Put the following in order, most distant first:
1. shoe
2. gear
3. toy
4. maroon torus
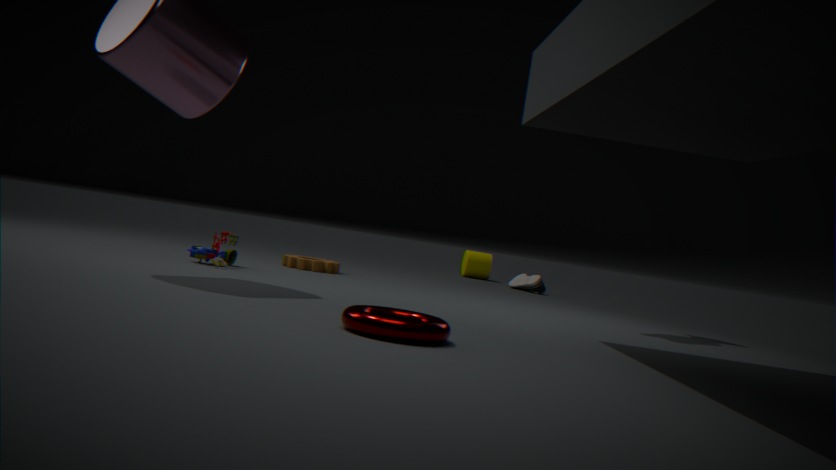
1. shoe
2. gear
3. toy
4. maroon torus
